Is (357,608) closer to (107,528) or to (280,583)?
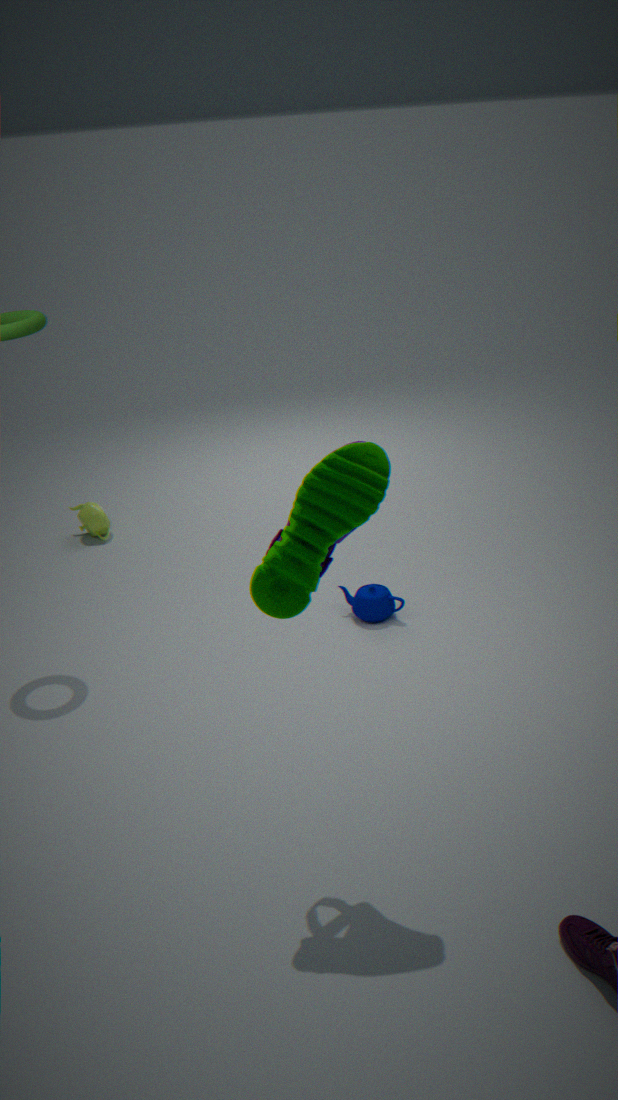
(280,583)
